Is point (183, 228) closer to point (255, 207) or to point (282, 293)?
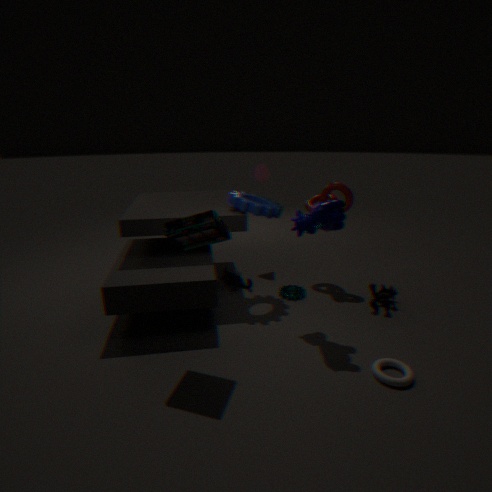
point (255, 207)
